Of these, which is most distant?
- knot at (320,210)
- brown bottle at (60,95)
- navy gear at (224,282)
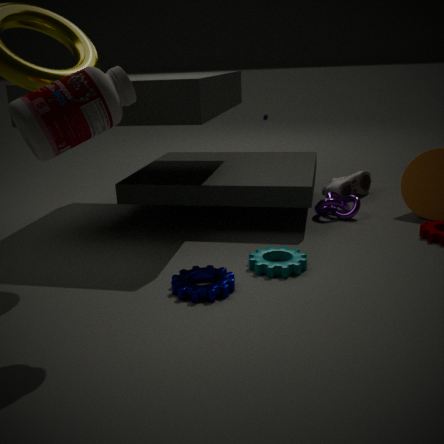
knot at (320,210)
